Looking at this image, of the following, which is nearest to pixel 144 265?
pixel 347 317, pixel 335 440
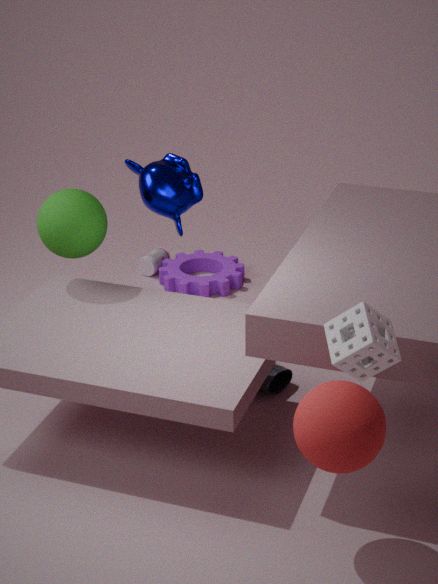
pixel 335 440
